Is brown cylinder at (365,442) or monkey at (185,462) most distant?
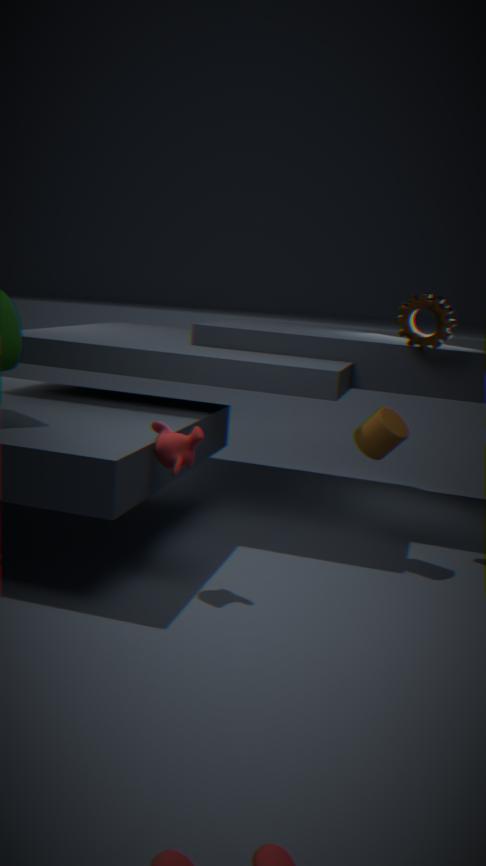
brown cylinder at (365,442)
